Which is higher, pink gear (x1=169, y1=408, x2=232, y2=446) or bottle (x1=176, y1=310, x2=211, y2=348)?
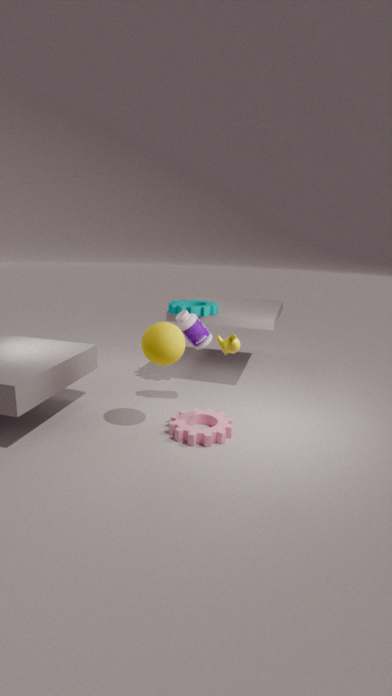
bottle (x1=176, y1=310, x2=211, y2=348)
